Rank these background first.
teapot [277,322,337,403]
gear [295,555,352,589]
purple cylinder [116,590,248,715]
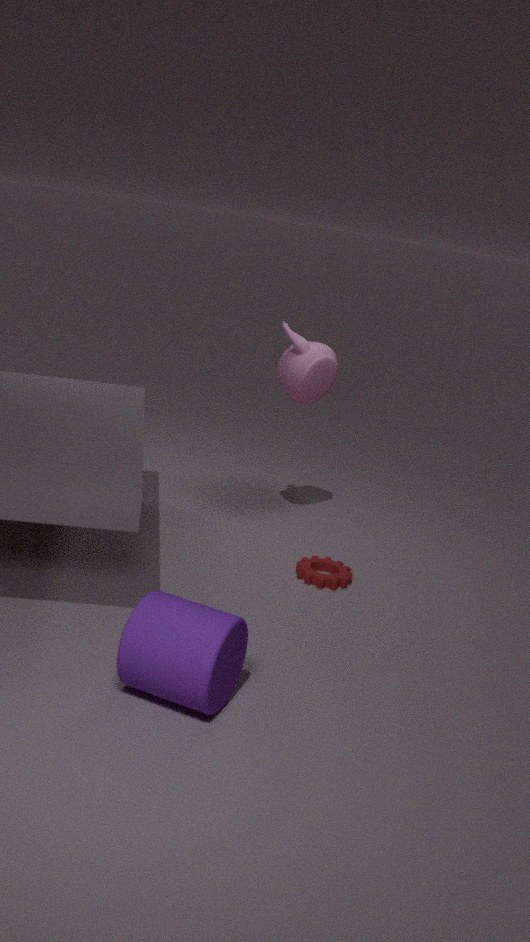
teapot [277,322,337,403] < gear [295,555,352,589] < purple cylinder [116,590,248,715]
